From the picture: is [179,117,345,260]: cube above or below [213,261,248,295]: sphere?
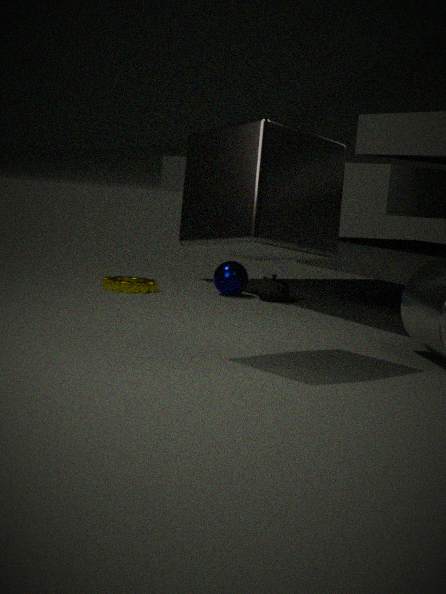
above
